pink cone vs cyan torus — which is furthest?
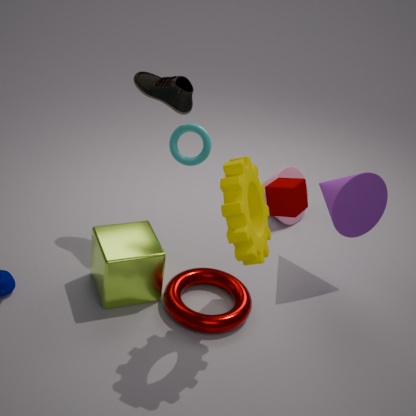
pink cone
